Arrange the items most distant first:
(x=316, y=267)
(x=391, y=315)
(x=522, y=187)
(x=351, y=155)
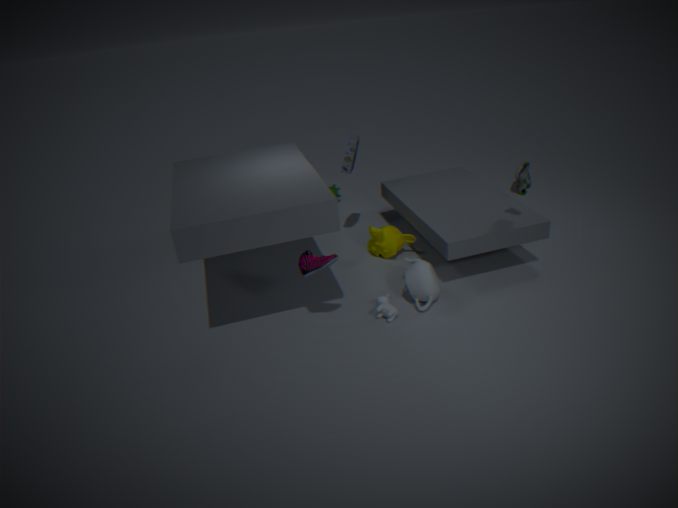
(x=351, y=155) < (x=522, y=187) < (x=391, y=315) < (x=316, y=267)
